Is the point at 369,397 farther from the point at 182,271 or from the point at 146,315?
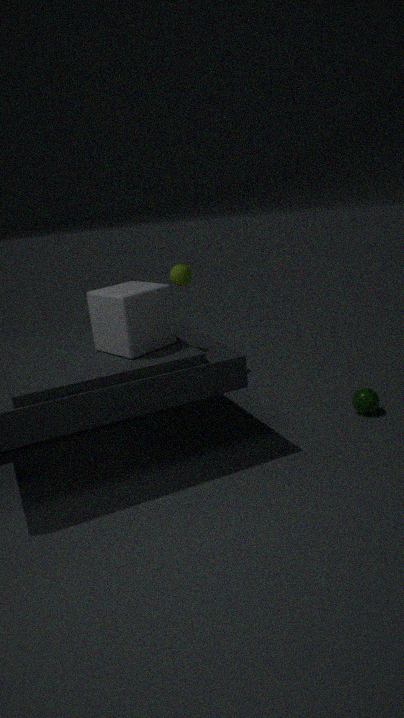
the point at 182,271
